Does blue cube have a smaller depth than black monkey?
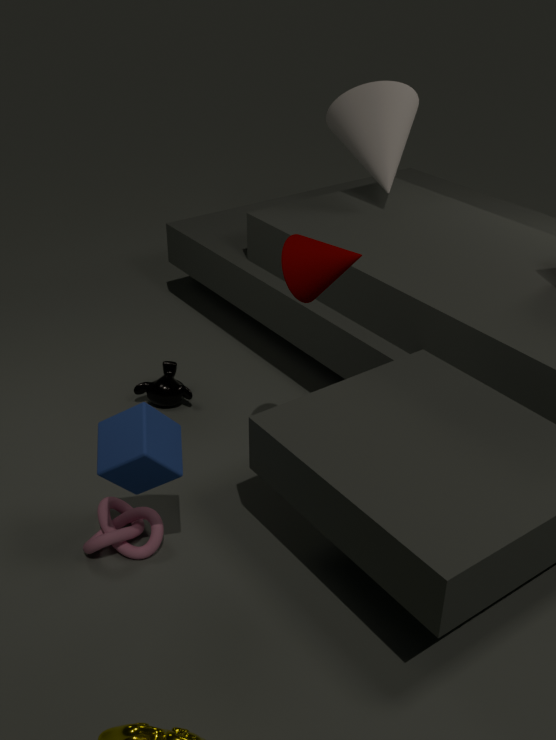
Yes
